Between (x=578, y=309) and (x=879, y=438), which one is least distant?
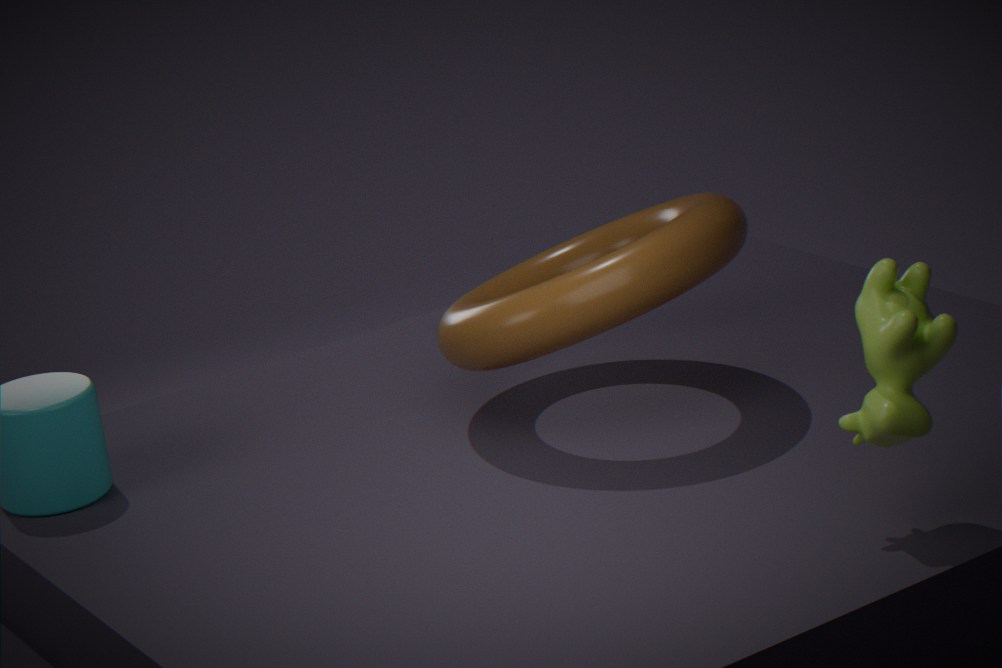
(x=879, y=438)
